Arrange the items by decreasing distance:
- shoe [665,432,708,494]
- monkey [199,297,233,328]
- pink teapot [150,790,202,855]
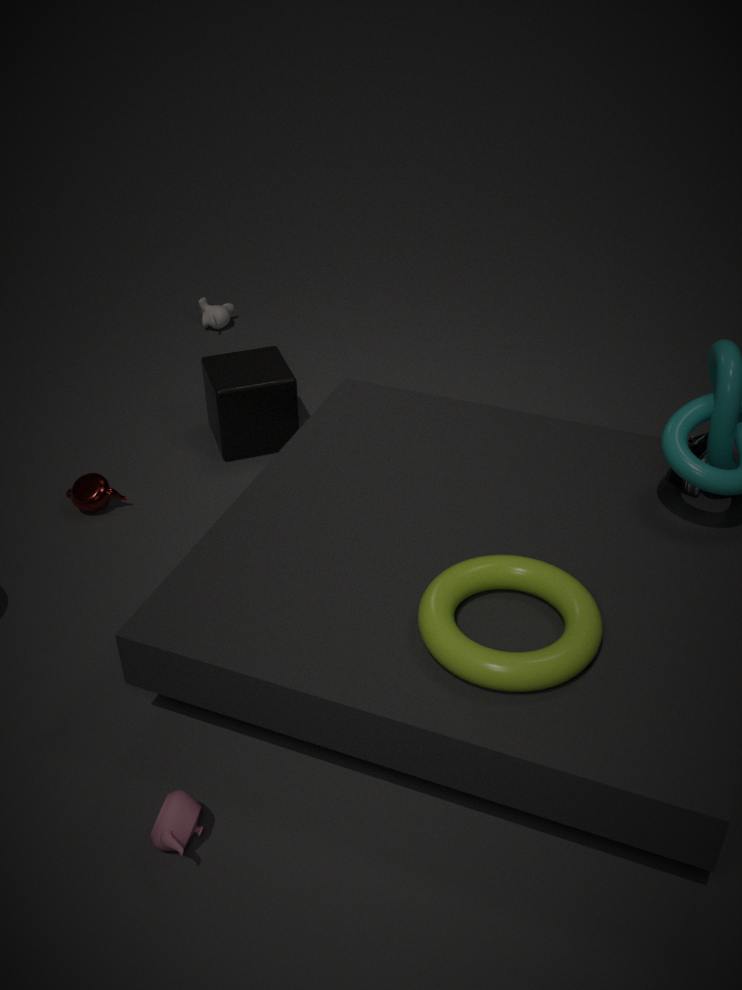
monkey [199,297,233,328] < shoe [665,432,708,494] < pink teapot [150,790,202,855]
